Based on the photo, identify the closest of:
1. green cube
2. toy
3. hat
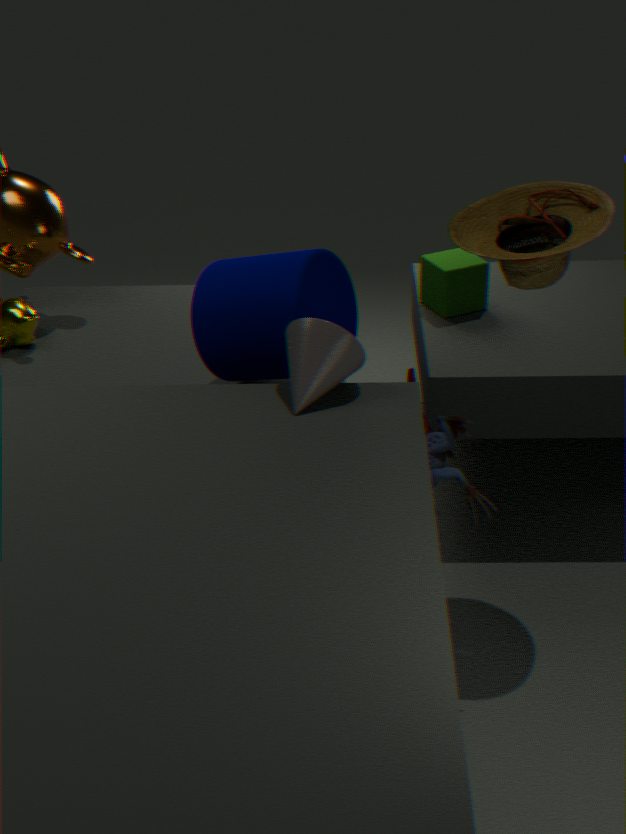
toy
